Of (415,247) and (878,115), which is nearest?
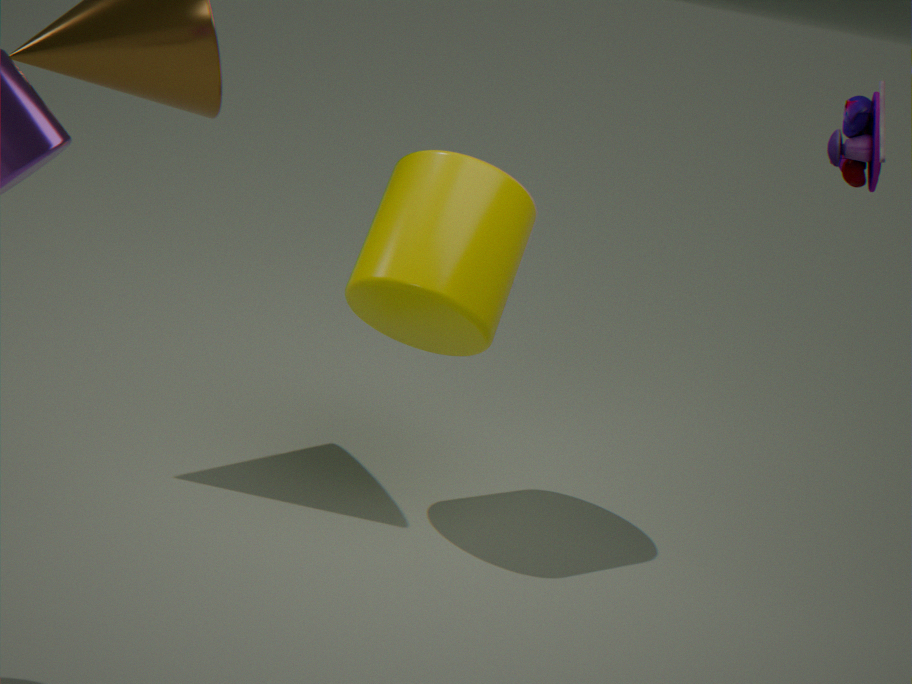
(878,115)
